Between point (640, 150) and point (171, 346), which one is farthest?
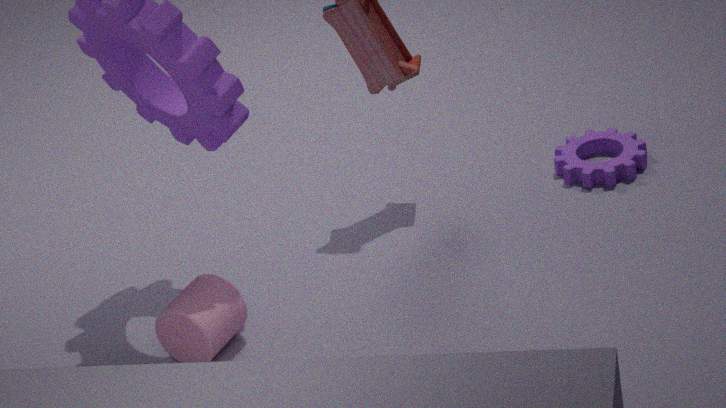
point (640, 150)
